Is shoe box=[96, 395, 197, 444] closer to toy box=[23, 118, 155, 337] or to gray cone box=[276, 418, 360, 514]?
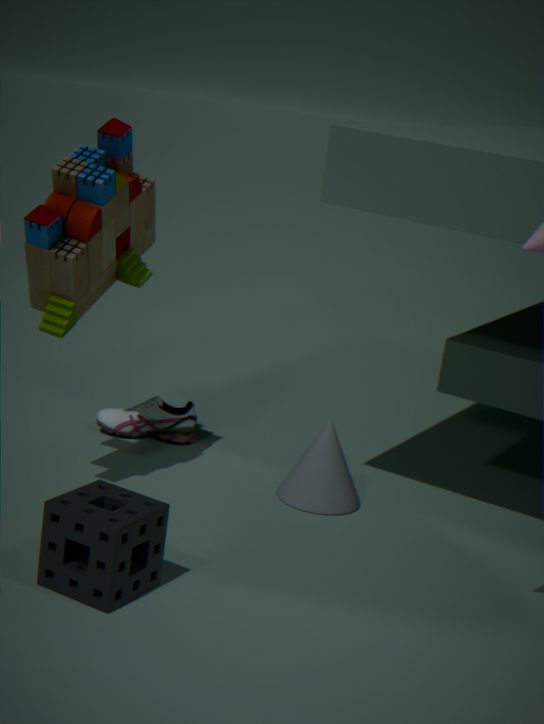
gray cone box=[276, 418, 360, 514]
